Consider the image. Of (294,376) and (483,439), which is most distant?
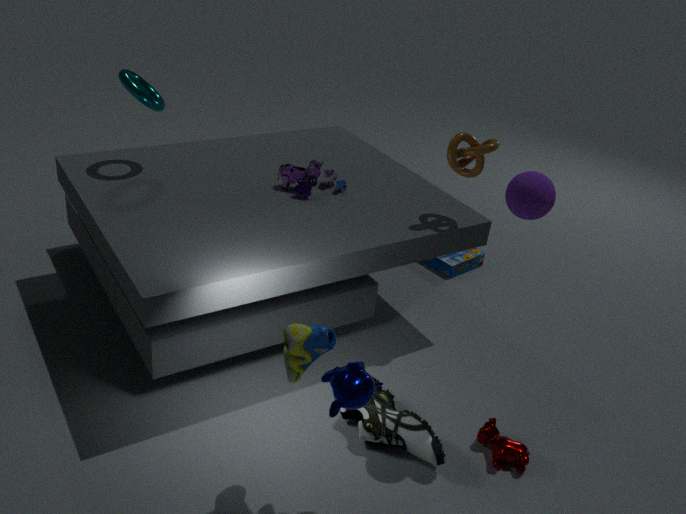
(483,439)
